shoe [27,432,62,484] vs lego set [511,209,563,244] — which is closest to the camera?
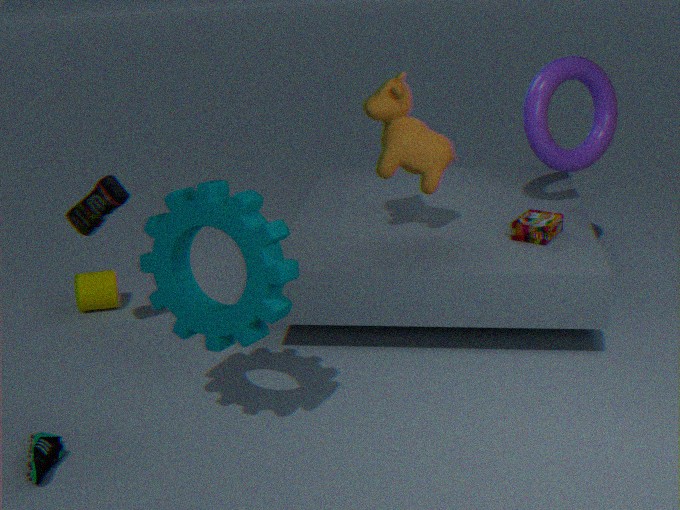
shoe [27,432,62,484]
